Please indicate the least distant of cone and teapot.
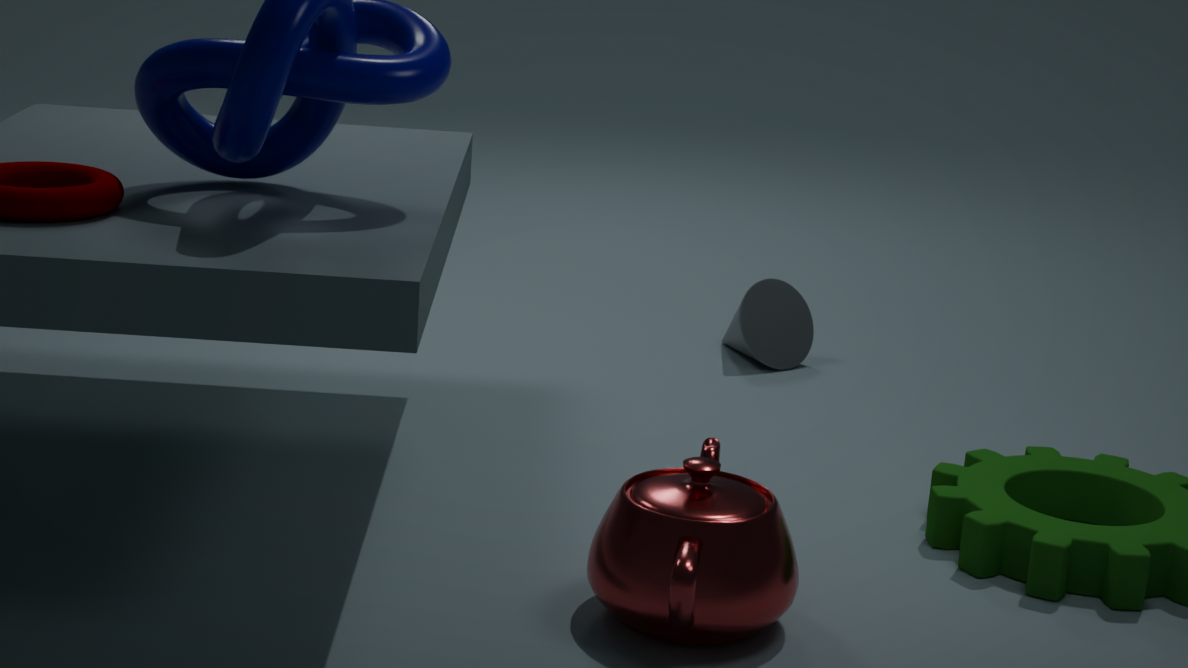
teapot
